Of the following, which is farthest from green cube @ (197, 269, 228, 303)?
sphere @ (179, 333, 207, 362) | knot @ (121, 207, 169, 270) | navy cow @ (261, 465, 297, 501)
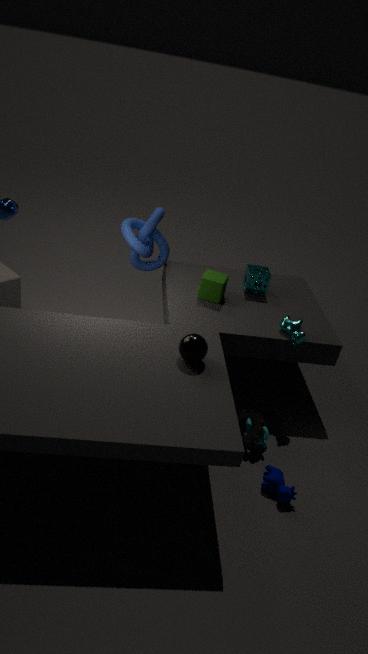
navy cow @ (261, 465, 297, 501)
